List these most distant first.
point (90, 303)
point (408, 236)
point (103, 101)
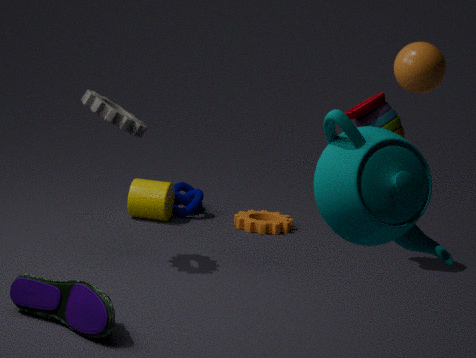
point (103, 101), point (90, 303), point (408, 236)
